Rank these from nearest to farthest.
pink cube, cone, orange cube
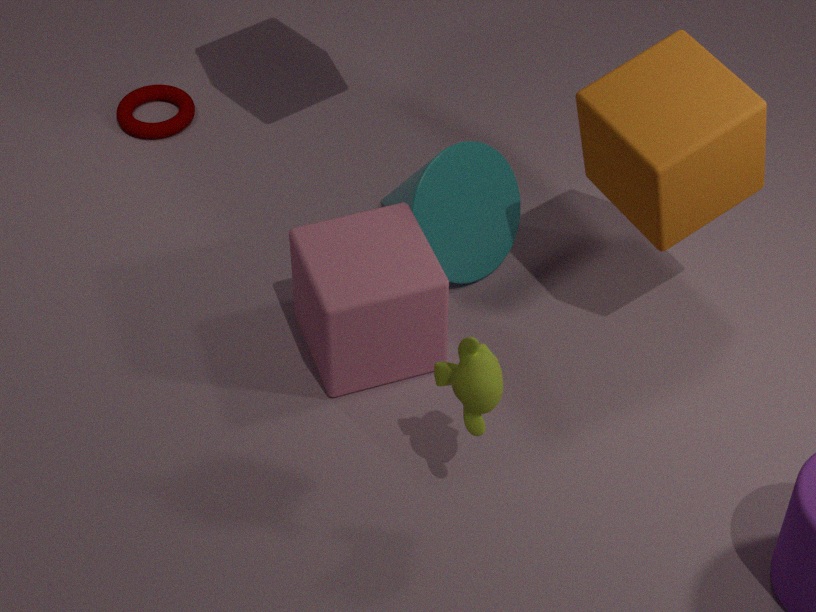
orange cube < pink cube < cone
